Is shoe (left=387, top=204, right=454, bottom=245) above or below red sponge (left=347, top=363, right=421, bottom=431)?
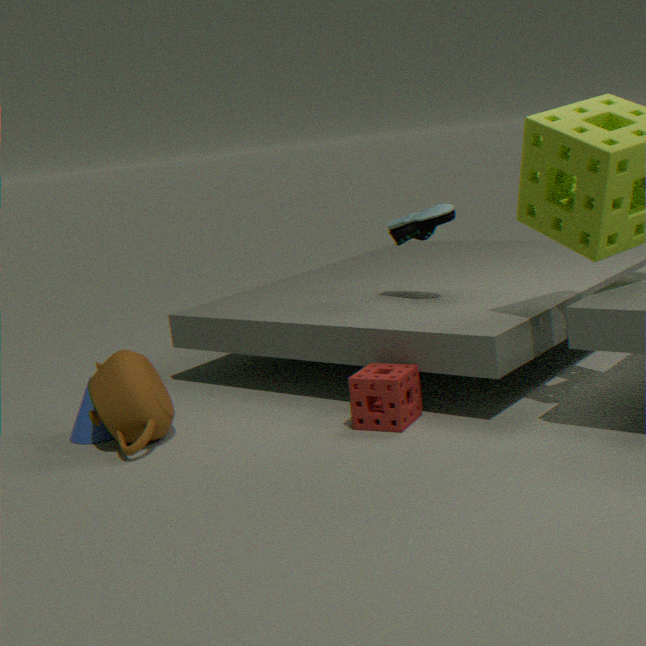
above
